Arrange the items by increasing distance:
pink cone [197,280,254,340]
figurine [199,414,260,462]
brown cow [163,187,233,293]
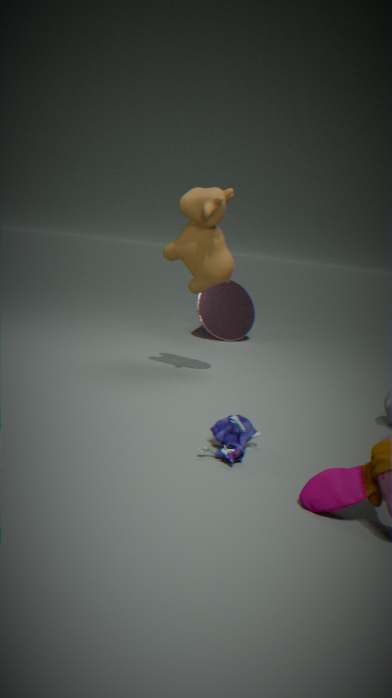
figurine [199,414,260,462] < brown cow [163,187,233,293] < pink cone [197,280,254,340]
